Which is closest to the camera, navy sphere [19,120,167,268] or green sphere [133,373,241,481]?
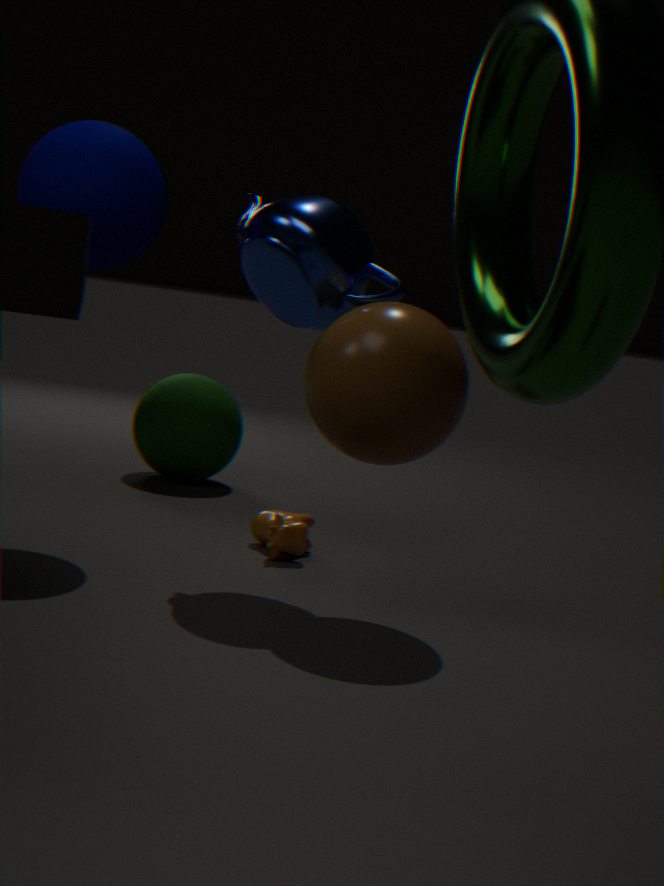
navy sphere [19,120,167,268]
